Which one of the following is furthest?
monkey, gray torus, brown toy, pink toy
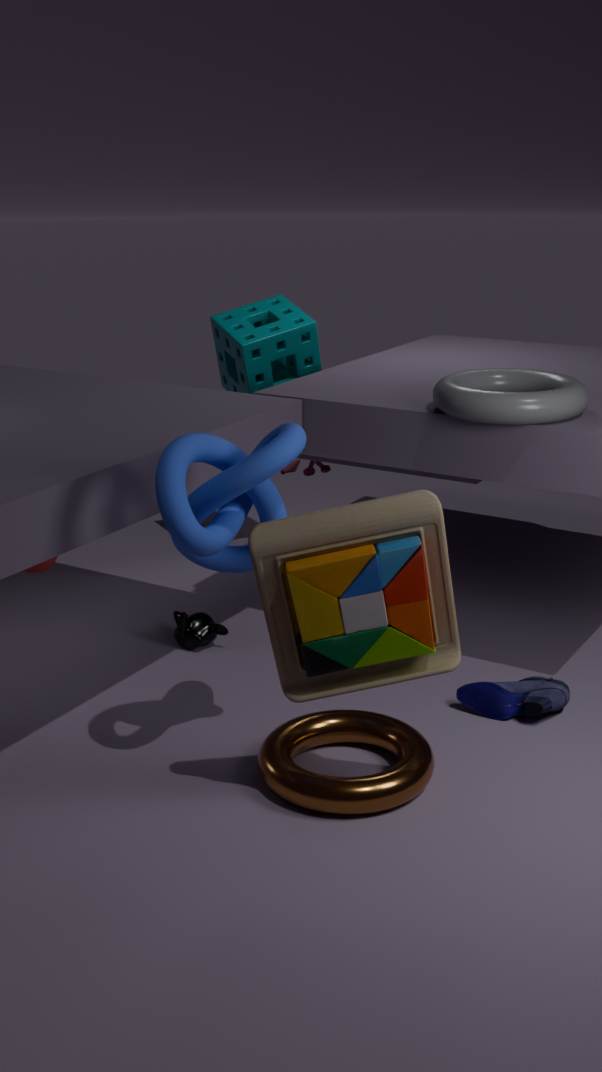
pink toy
